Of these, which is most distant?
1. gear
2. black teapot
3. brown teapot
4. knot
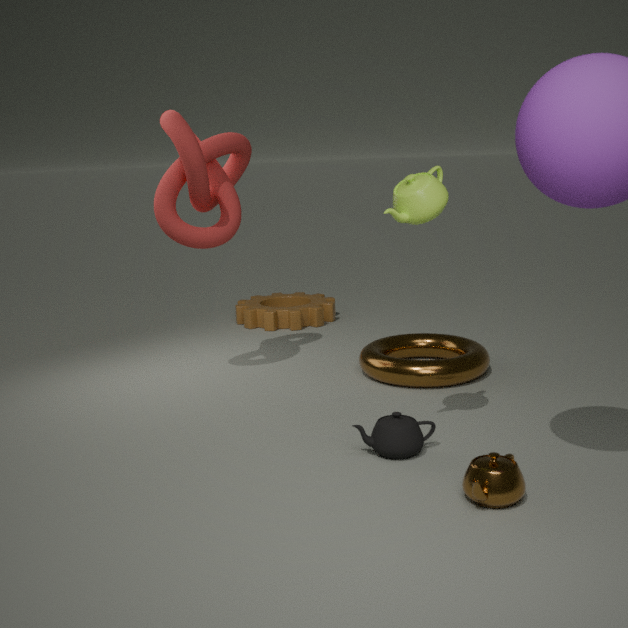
gear
